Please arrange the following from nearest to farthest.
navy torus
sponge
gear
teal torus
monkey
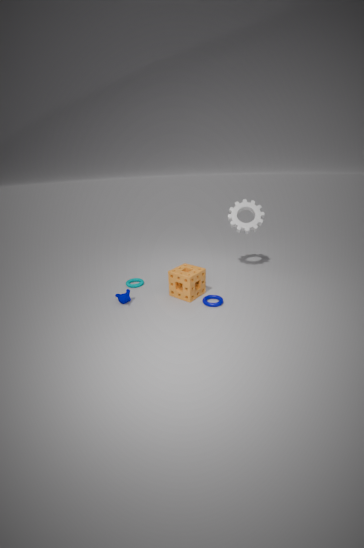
navy torus
sponge
monkey
teal torus
gear
